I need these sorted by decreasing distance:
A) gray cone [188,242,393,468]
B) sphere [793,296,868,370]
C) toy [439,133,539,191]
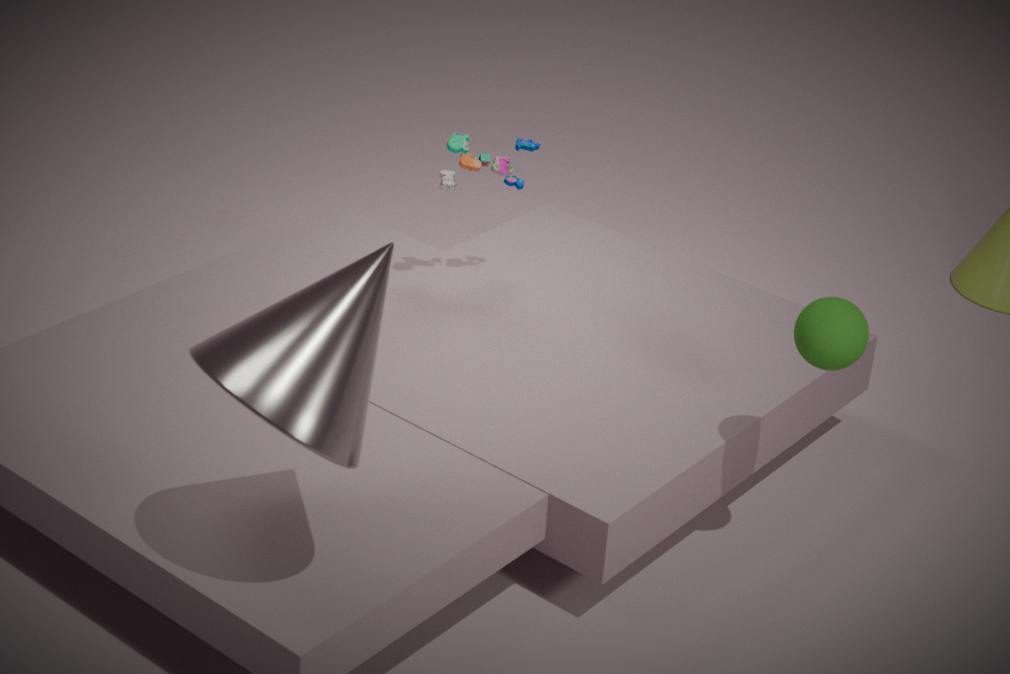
toy [439,133,539,191], sphere [793,296,868,370], gray cone [188,242,393,468]
